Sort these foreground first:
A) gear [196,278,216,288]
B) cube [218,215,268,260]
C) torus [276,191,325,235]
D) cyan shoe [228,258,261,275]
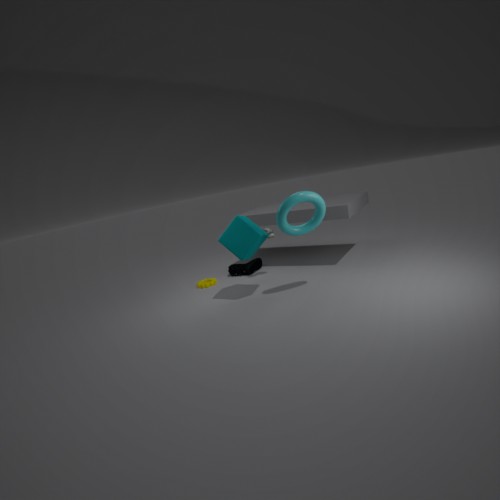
C. torus [276,191,325,235]
B. cube [218,215,268,260]
A. gear [196,278,216,288]
D. cyan shoe [228,258,261,275]
